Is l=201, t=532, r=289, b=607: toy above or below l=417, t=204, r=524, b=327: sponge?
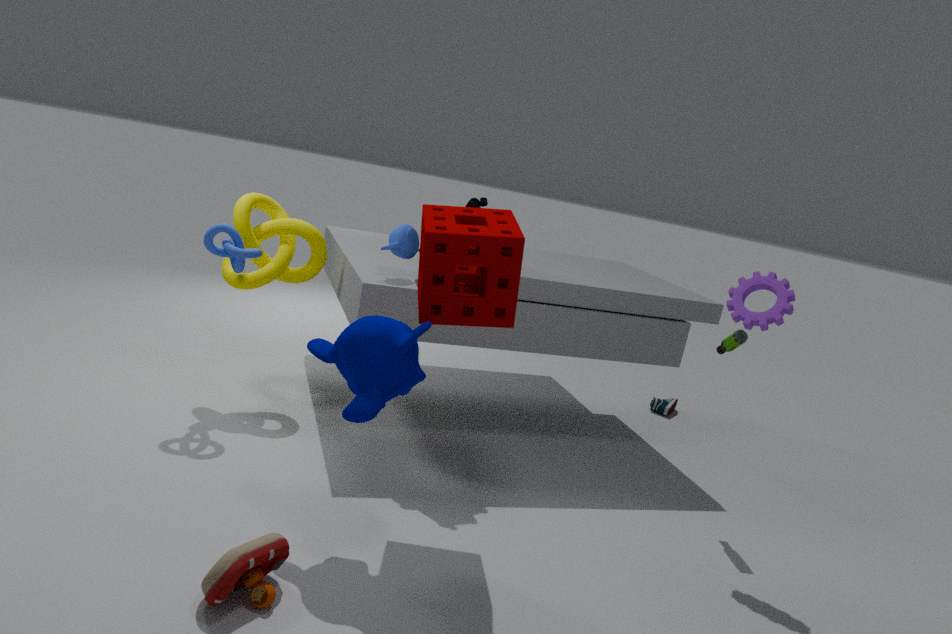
below
